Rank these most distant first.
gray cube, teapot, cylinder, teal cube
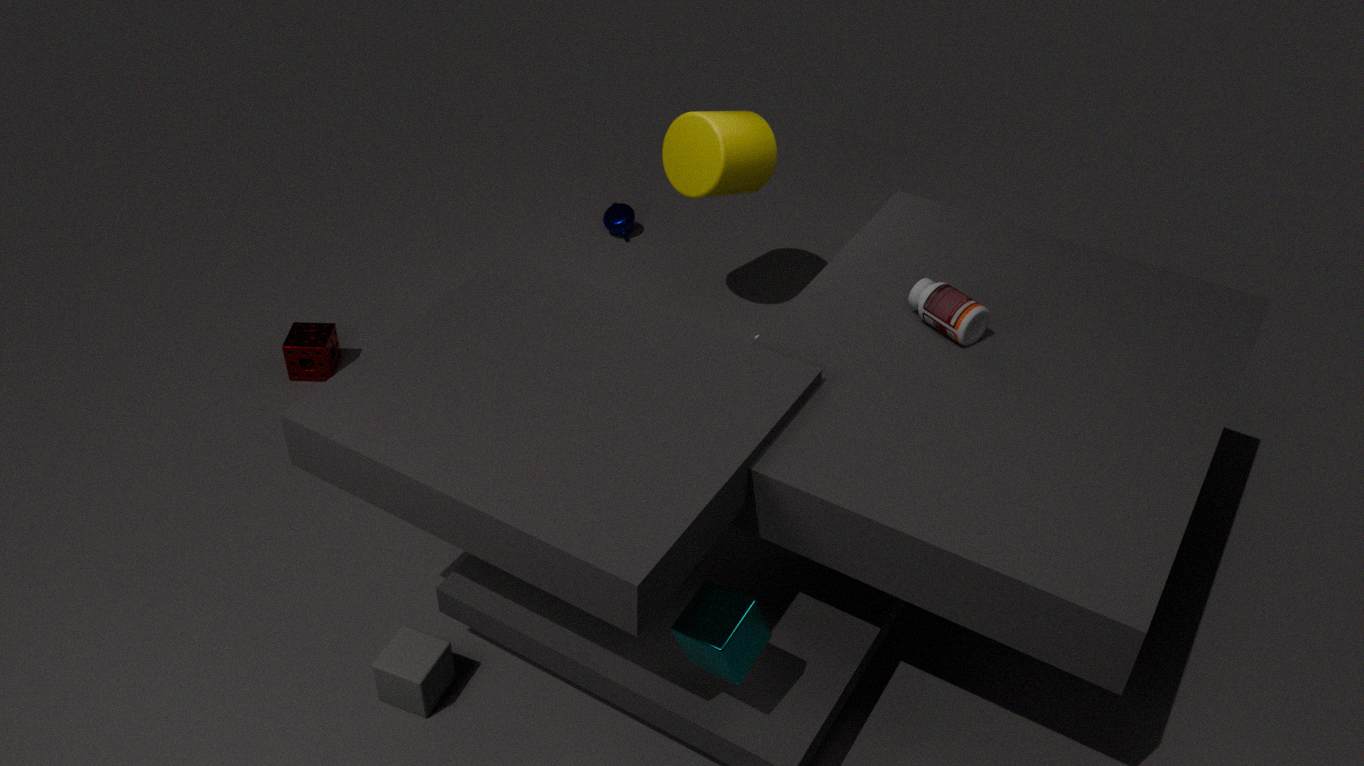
teapot, cylinder, gray cube, teal cube
